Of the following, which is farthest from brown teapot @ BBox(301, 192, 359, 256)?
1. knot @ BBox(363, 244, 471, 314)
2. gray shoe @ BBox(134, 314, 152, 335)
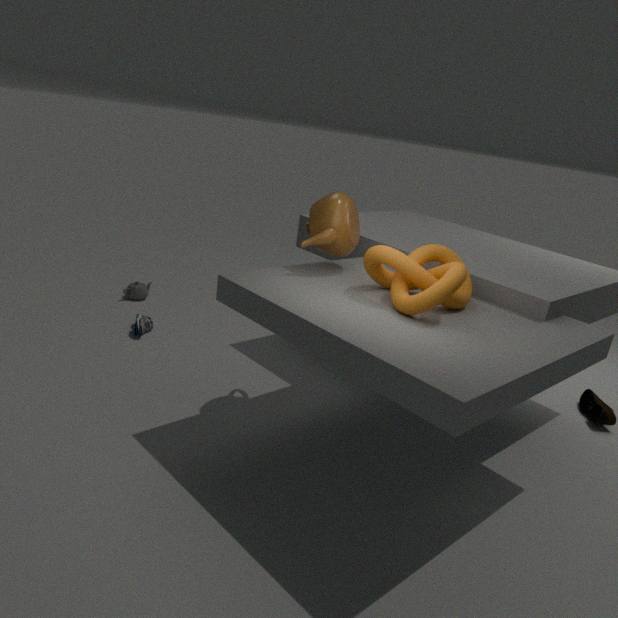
gray shoe @ BBox(134, 314, 152, 335)
